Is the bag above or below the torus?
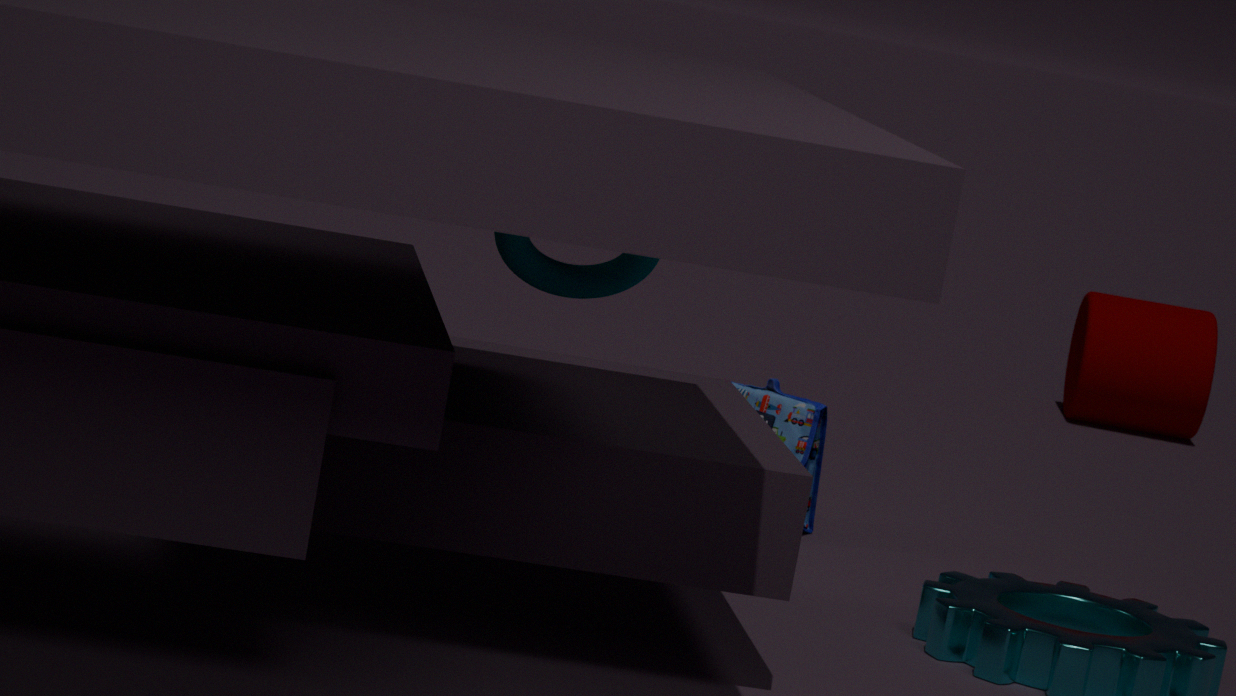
below
